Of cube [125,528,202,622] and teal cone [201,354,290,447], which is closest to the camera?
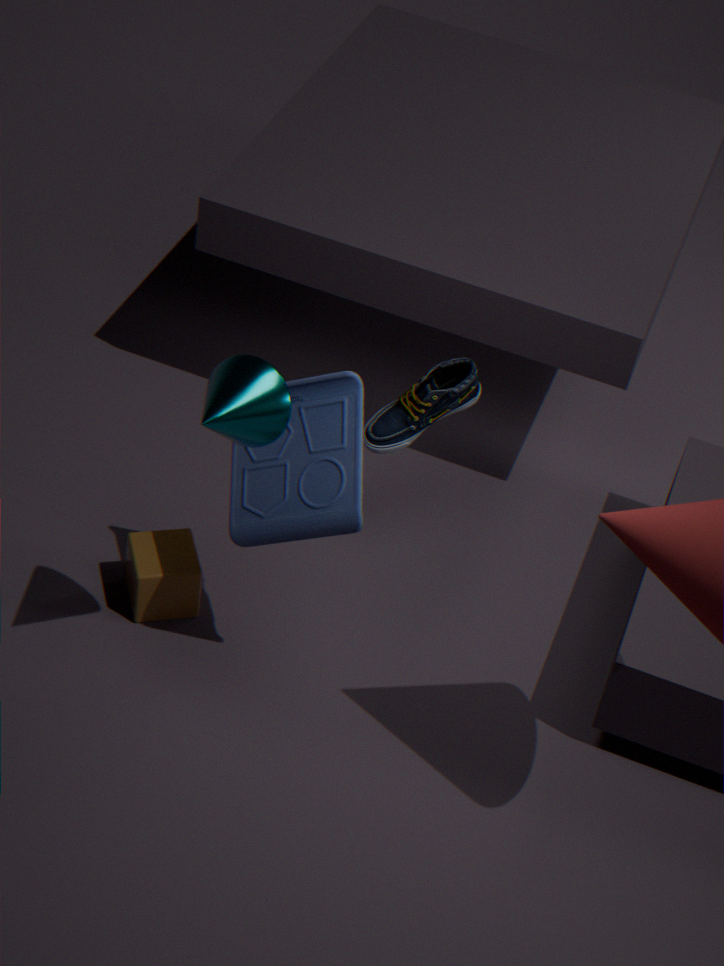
teal cone [201,354,290,447]
